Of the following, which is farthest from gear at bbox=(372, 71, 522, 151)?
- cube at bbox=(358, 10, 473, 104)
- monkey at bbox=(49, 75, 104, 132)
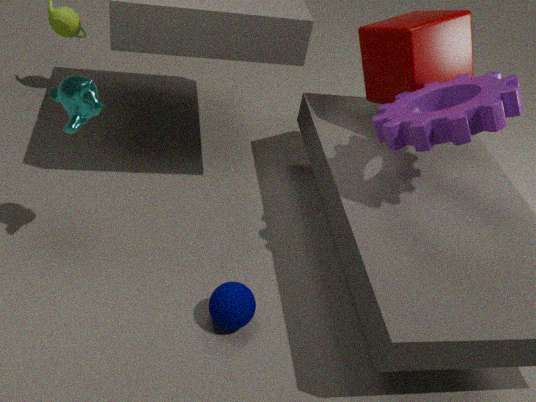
monkey at bbox=(49, 75, 104, 132)
